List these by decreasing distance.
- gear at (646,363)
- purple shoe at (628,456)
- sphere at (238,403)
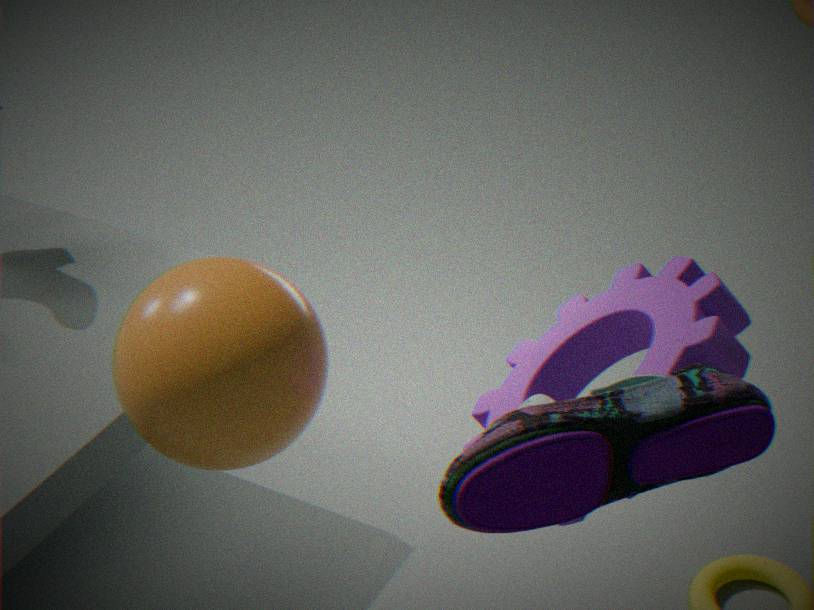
1. gear at (646,363)
2. sphere at (238,403)
3. purple shoe at (628,456)
